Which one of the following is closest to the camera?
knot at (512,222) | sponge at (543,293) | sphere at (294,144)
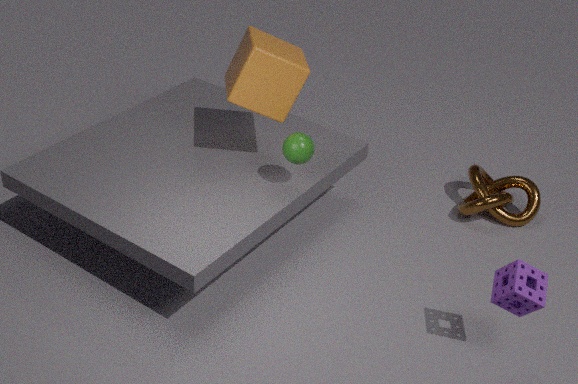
sponge at (543,293)
